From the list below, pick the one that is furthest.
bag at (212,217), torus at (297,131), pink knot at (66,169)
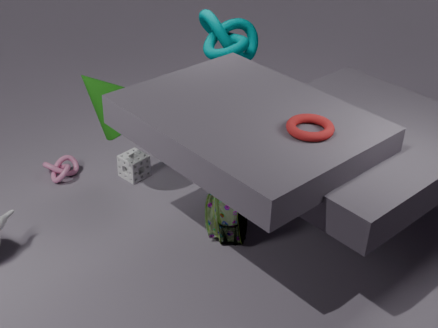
pink knot at (66,169)
